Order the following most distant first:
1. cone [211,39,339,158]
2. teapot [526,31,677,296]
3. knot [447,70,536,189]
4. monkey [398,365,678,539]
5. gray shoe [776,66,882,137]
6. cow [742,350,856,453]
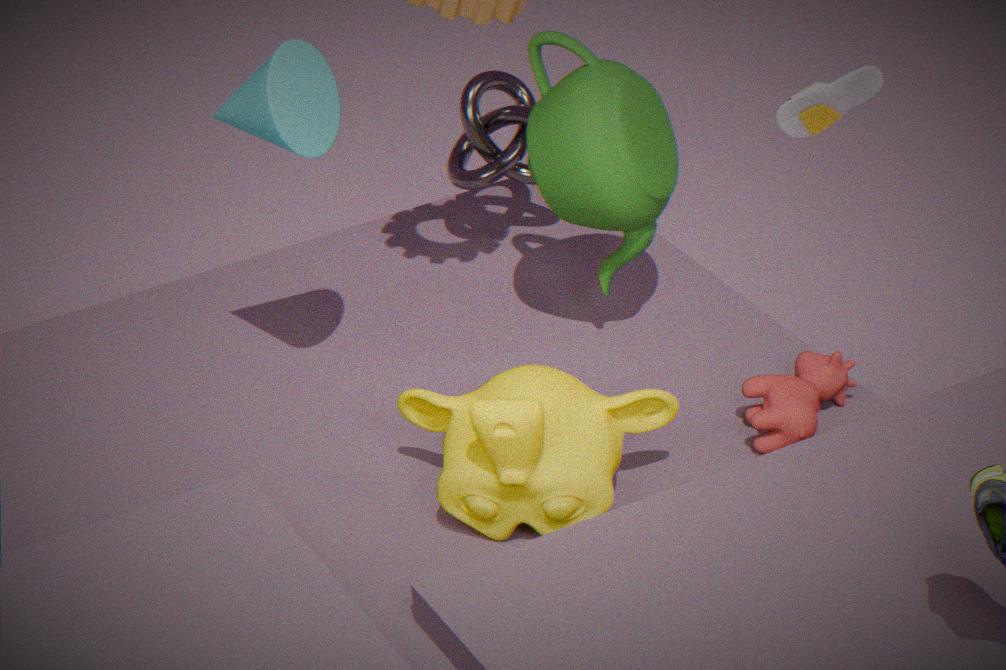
knot [447,70,536,189] < teapot [526,31,677,296] < gray shoe [776,66,882,137] < cow [742,350,856,453] < cone [211,39,339,158] < monkey [398,365,678,539]
